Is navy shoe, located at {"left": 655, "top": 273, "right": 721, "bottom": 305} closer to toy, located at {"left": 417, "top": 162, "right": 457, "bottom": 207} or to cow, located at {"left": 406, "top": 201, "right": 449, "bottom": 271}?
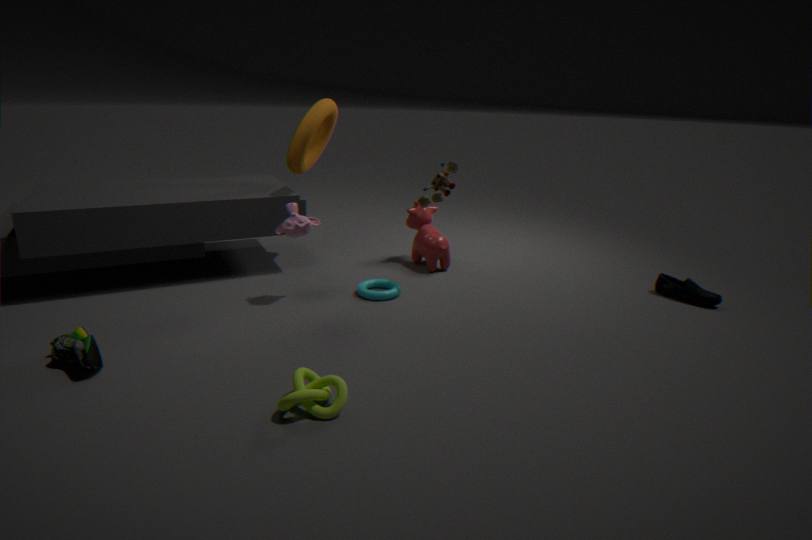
cow, located at {"left": 406, "top": 201, "right": 449, "bottom": 271}
